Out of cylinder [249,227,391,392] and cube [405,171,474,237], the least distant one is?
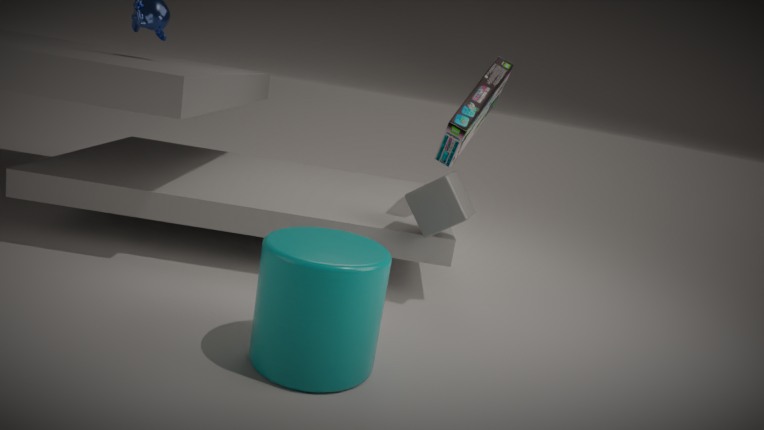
cylinder [249,227,391,392]
